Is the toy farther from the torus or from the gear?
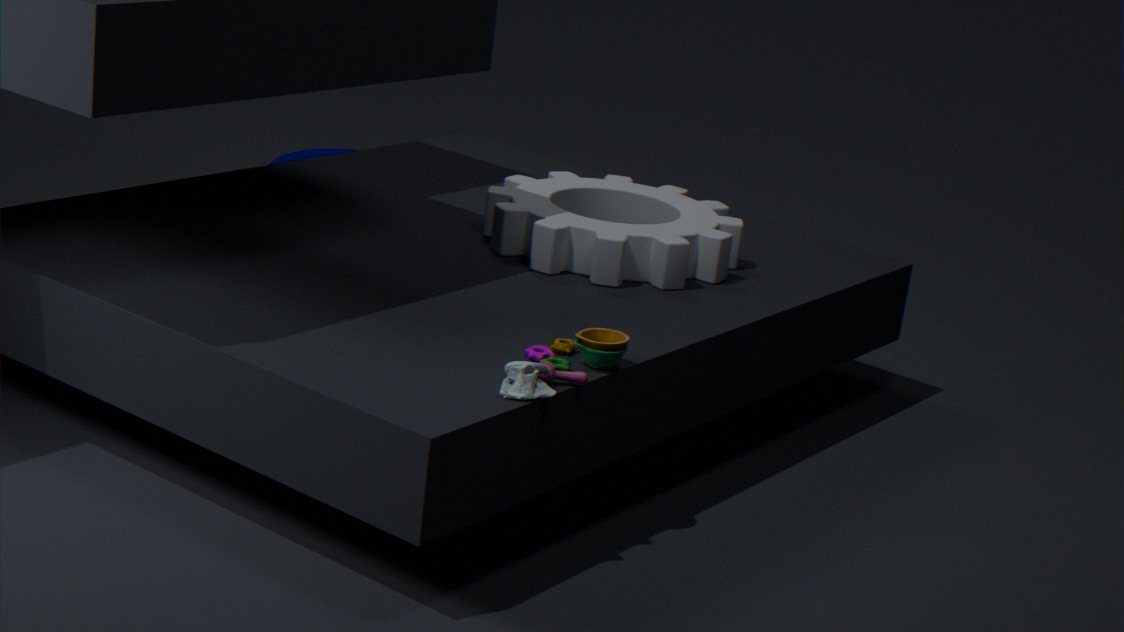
the torus
